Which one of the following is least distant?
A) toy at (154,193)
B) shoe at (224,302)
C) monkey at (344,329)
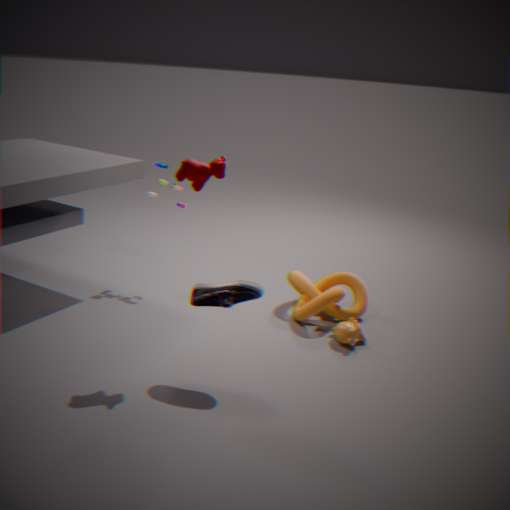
shoe at (224,302)
